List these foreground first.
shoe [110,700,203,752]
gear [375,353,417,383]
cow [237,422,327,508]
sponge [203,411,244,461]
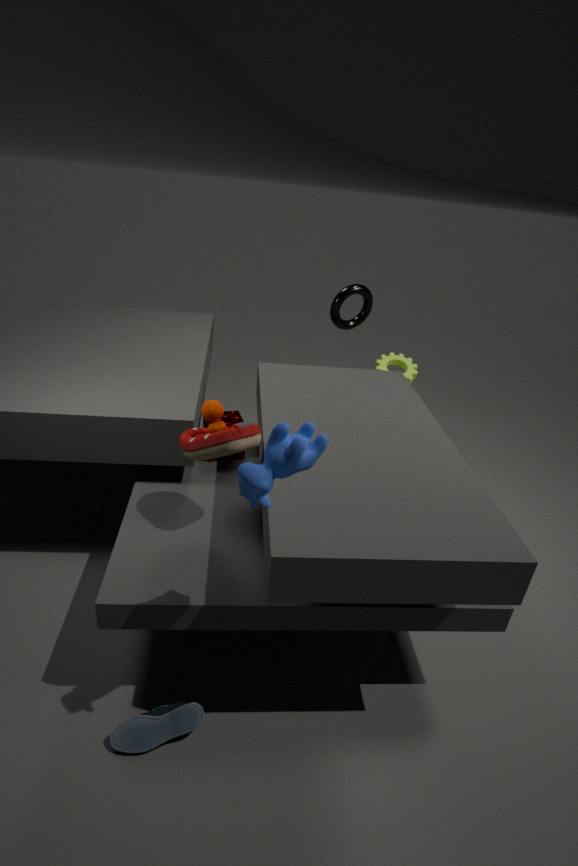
cow [237,422,327,508], shoe [110,700,203,752], sponge [203,411,244,461], gear [375,353,417,383]
